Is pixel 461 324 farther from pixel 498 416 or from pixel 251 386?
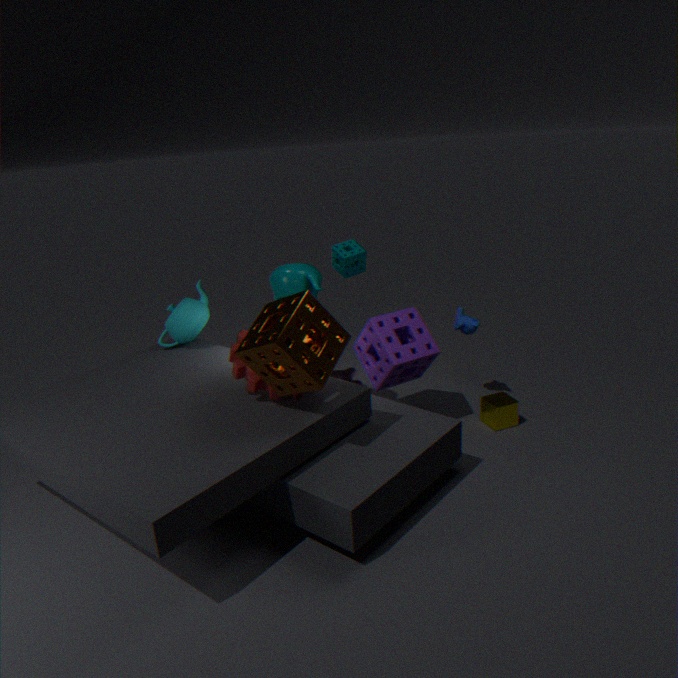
pixel 251 386
